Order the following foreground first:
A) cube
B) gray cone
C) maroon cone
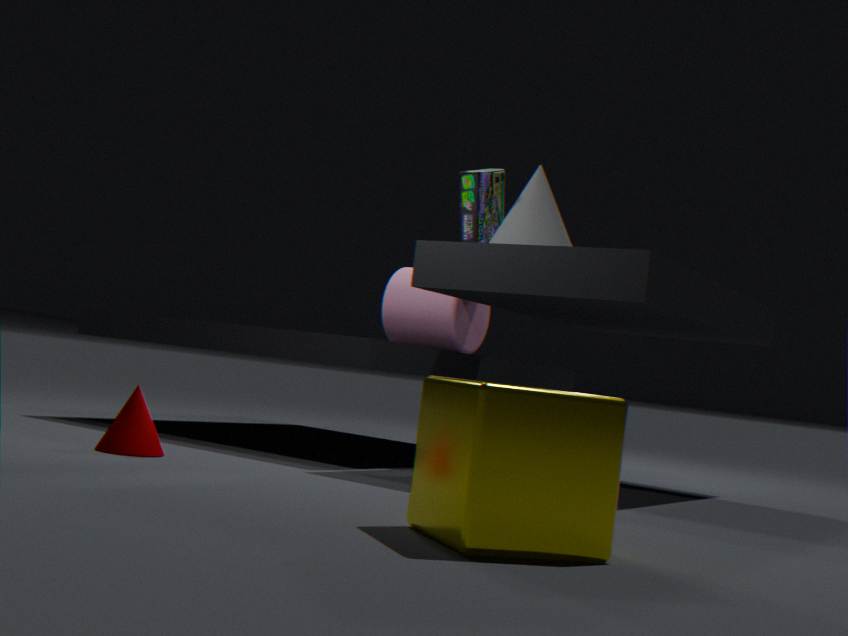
cube < maroon cone < gray cone
